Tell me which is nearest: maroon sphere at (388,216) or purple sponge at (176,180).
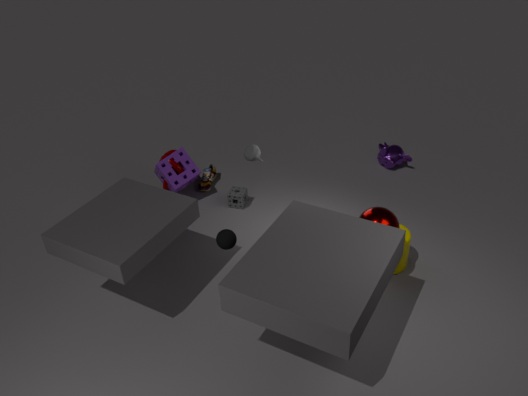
maroon sphere at (388,216)
